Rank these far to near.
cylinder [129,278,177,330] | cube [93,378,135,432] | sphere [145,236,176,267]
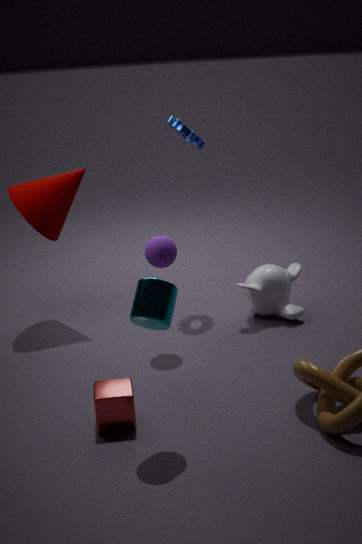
sphere [145,236,176,267] < cube [93,378,135,432] < cylinder [129,278,177,330]
